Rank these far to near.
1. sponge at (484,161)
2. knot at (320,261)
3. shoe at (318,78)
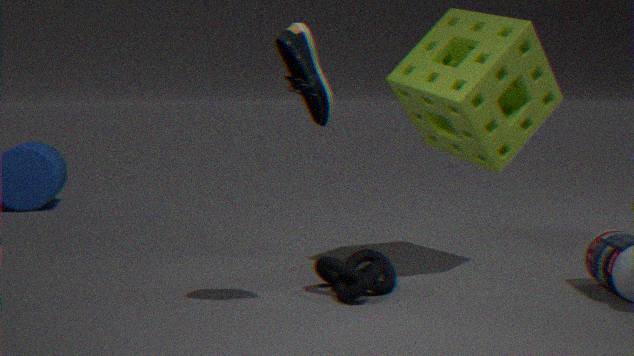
sponge at (484,161), knot at (320,261), shoe at (318,78)
